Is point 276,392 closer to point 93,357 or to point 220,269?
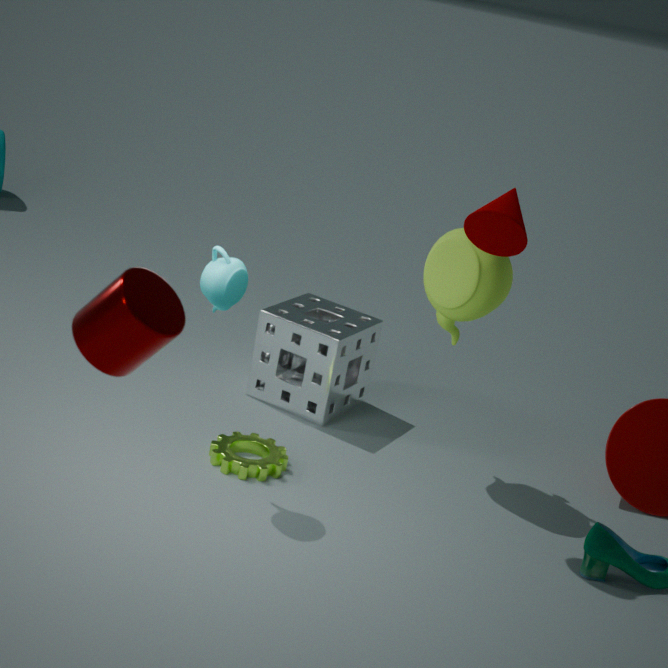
point 220,269
